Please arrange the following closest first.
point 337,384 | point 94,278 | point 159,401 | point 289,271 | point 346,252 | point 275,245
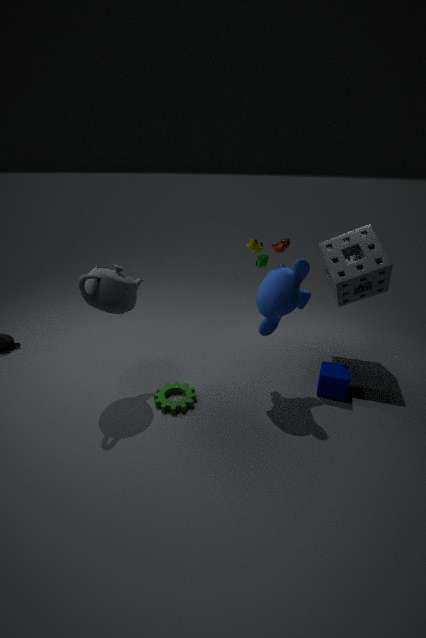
point 94,278 → point 289,271 → point 275,245 → point 159,401 → point 337,384 → point 346,252
